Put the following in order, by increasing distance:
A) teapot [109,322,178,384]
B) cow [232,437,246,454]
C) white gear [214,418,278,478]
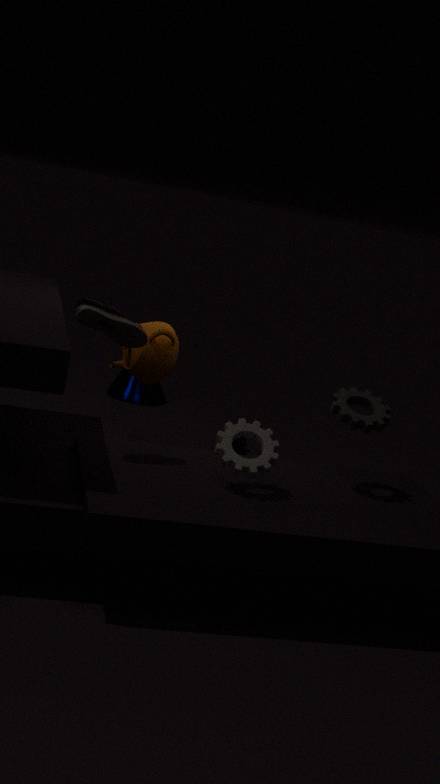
white gear [214,418,278,478] < teapot [109,322,178,384] < cow [232,437,246,454]
